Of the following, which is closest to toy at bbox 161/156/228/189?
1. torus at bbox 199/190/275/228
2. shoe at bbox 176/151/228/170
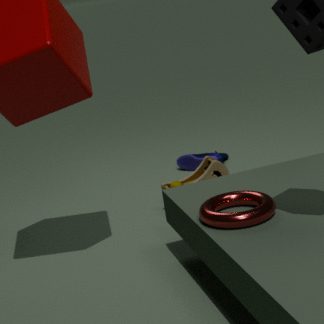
shoe at bbox 176/151/228/170
